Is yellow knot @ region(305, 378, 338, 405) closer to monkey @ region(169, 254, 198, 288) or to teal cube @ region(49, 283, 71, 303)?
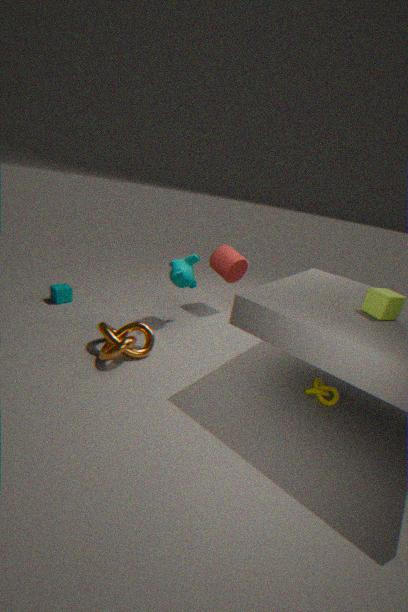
monkey @ region(169, 254, 198, 288)
